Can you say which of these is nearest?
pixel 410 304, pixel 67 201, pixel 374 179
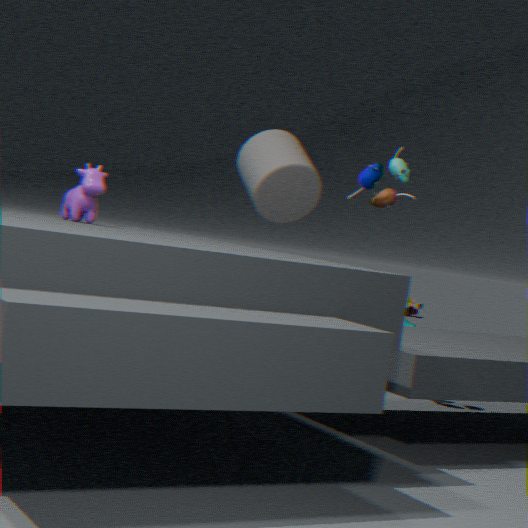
pixel 67 201
